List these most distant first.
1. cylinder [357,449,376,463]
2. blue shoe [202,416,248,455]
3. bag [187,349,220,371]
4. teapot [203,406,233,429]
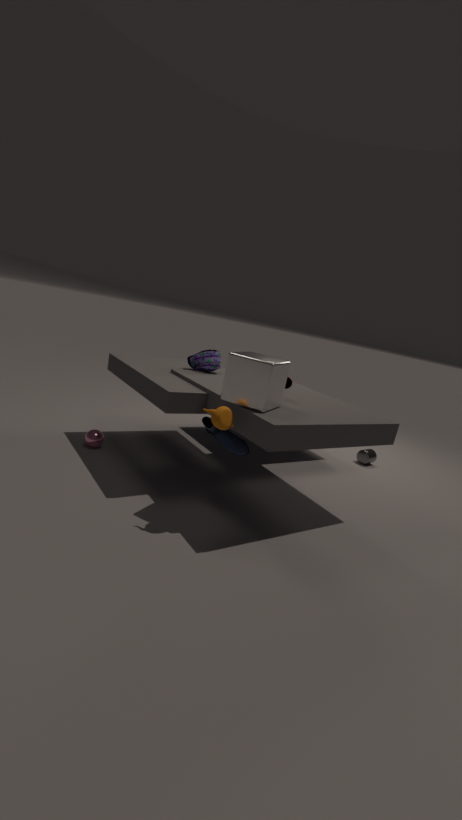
cylinder [357,449,376,463]
bag [187,349,220,371]
blue shoe [202,416,248,455]
teapot [203,406,233,429]
